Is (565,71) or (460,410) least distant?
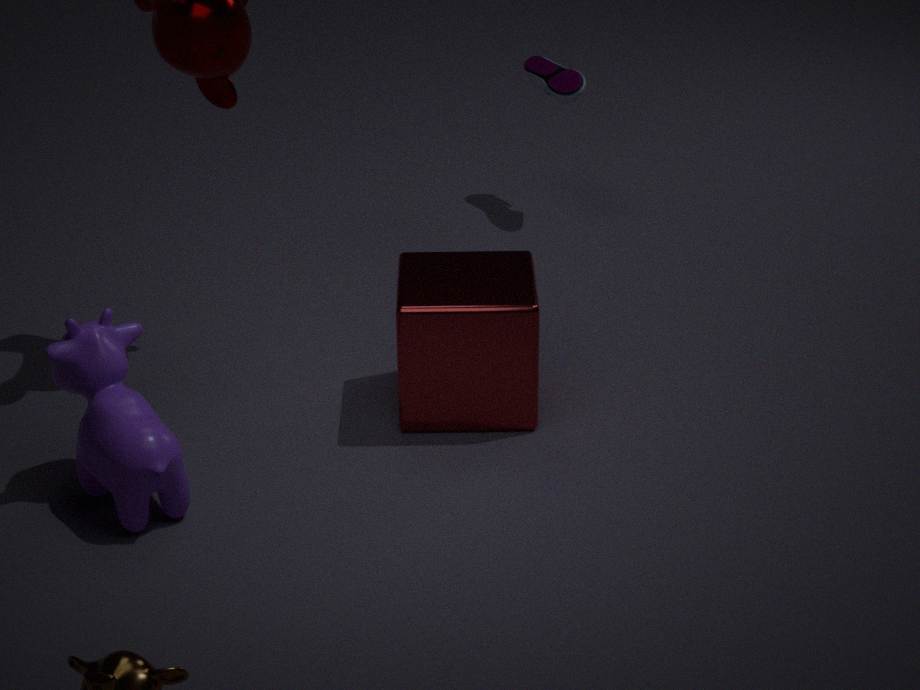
(460,410)
